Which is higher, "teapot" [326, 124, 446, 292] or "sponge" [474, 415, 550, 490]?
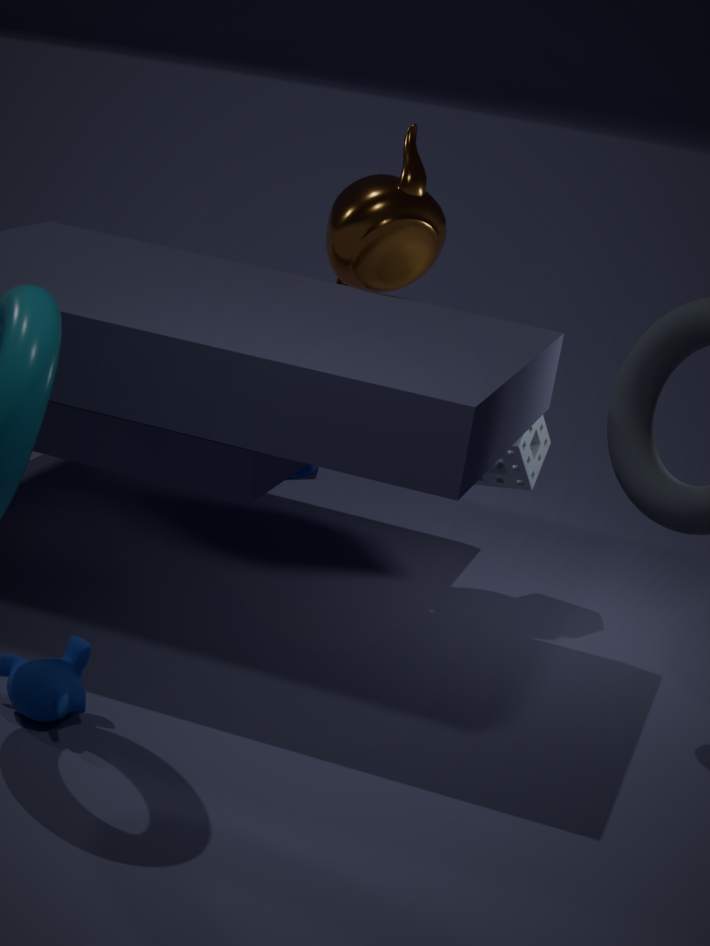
"teapot" [326, 124, 446, 292]
